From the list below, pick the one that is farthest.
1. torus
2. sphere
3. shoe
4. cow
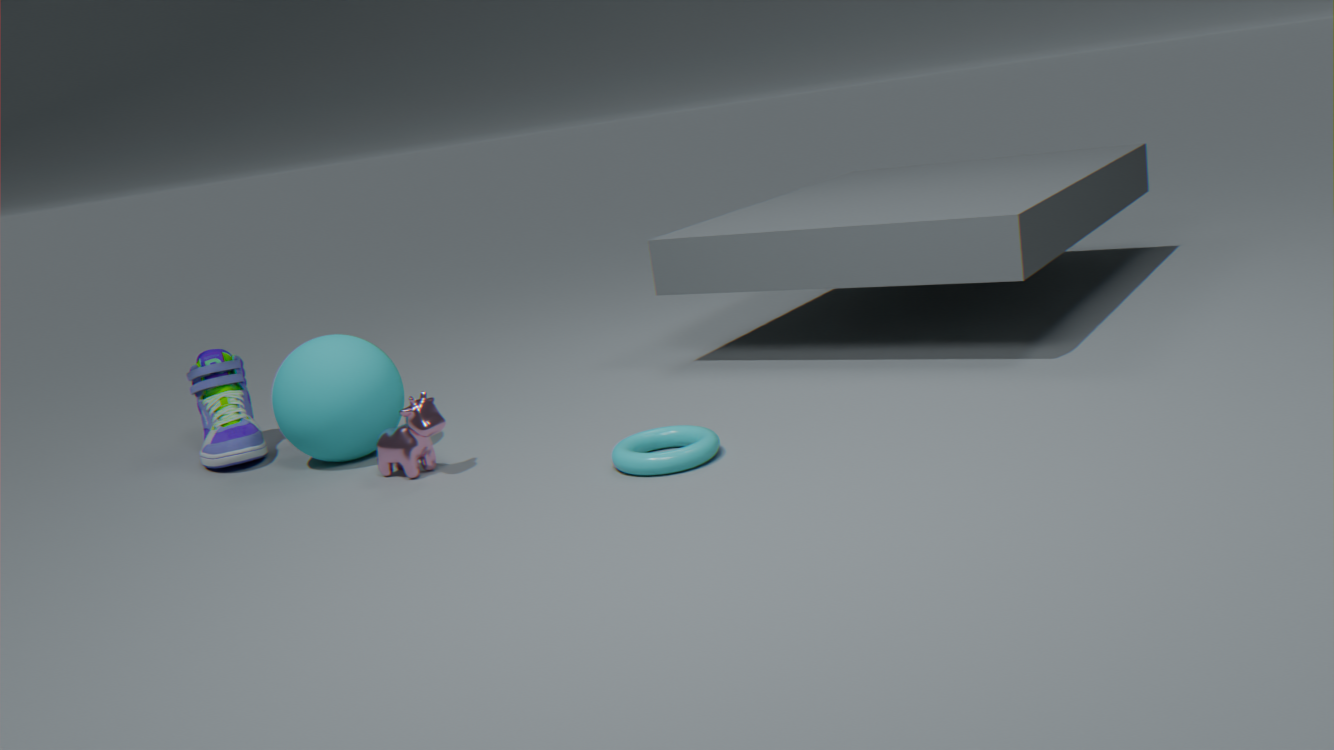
shoe
